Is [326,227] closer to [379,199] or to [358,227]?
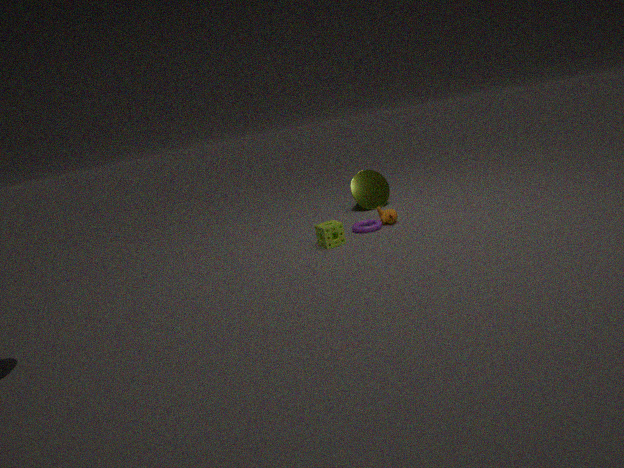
[358,227]
